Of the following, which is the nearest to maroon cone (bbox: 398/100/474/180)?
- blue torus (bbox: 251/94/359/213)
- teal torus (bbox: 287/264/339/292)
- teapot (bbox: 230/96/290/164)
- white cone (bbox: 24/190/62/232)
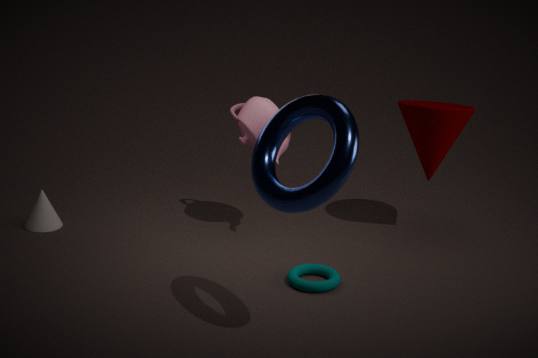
teapot (bbox: 230/96/290/164)
